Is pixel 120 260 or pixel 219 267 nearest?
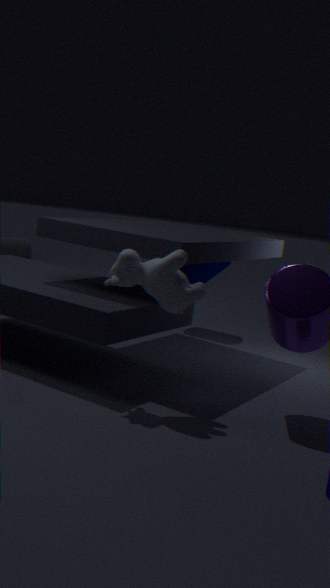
A: pixel 120 260
